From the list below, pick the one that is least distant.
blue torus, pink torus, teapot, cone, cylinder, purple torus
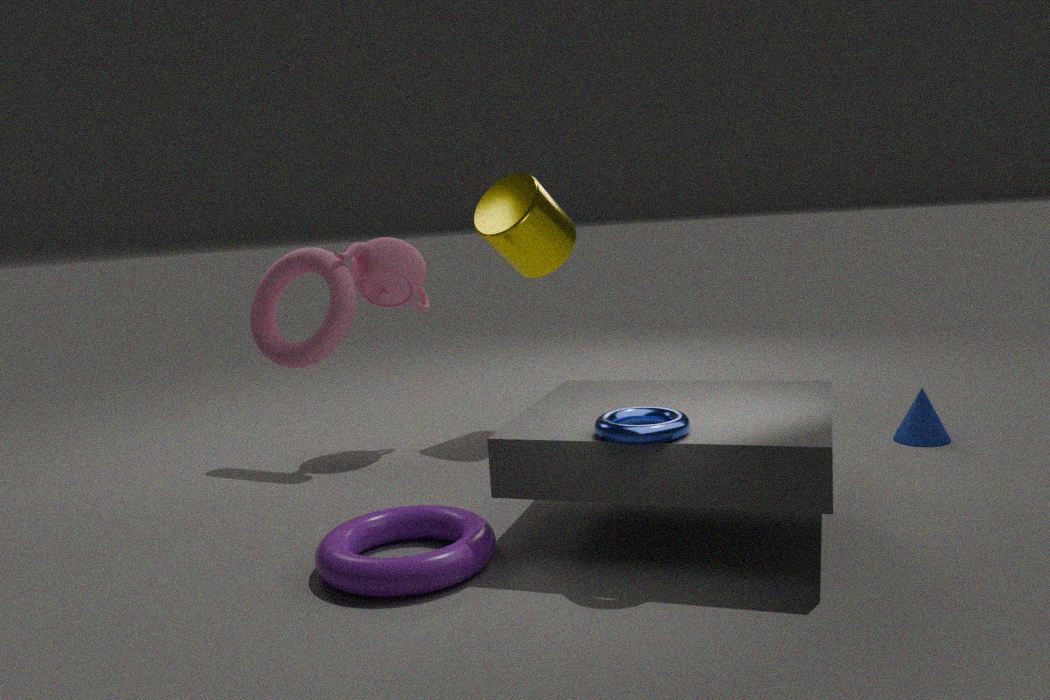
blue torus
